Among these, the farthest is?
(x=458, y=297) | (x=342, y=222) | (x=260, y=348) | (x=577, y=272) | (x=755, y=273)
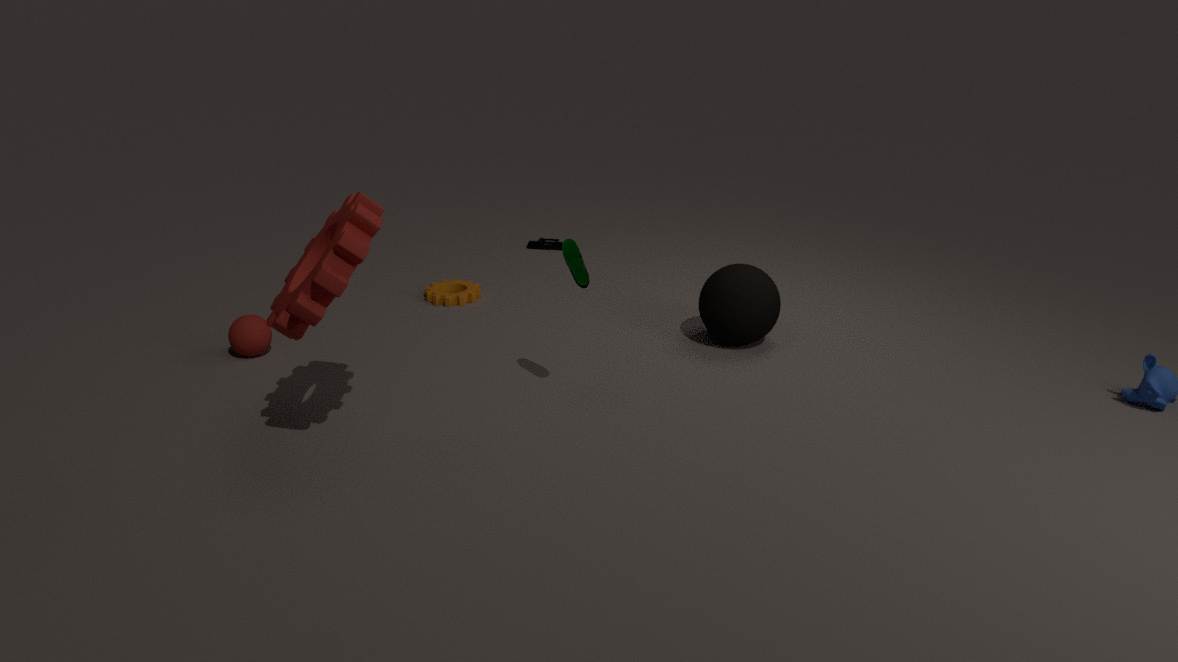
(x=458, y=297)
